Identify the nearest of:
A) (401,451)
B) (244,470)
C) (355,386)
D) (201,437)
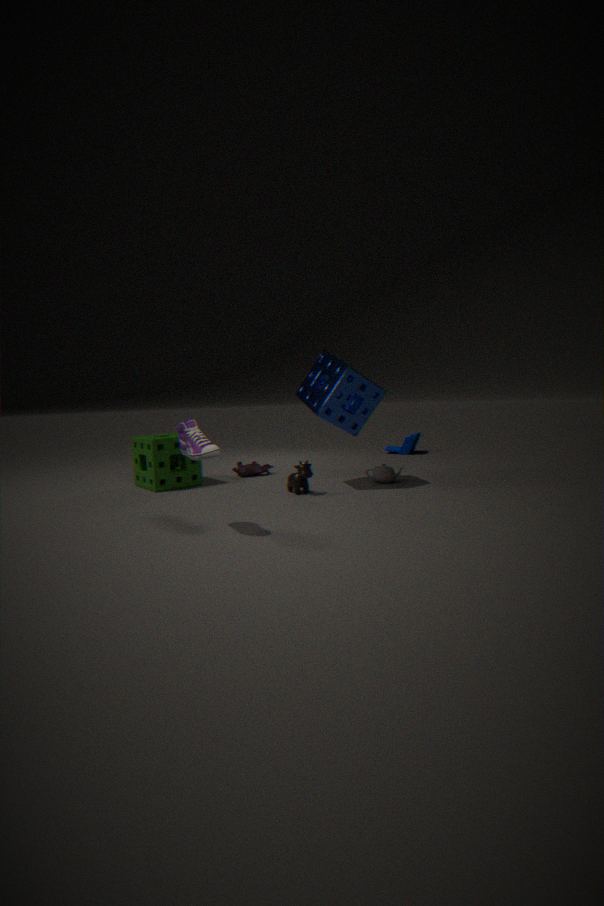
(201,437)
